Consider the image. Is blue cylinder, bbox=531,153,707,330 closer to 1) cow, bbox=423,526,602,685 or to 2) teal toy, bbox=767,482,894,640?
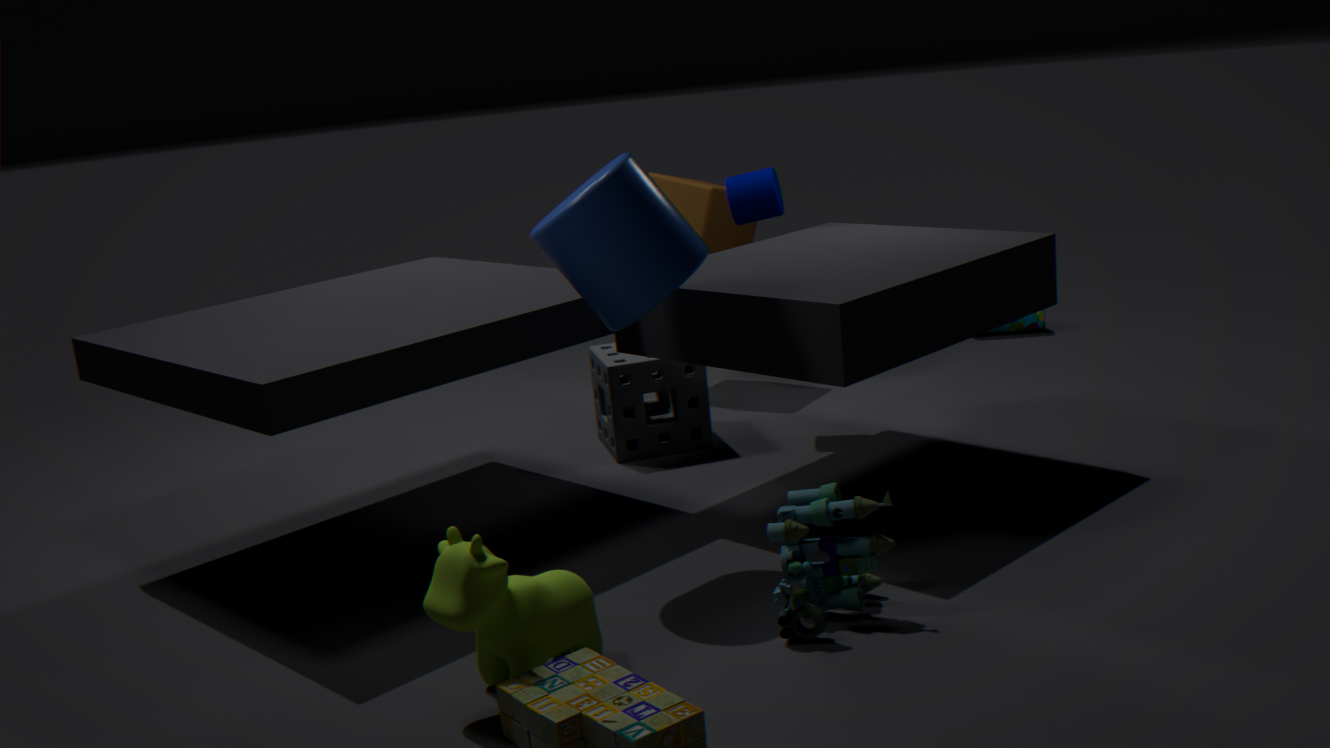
2) teal toy, bbox=767,482,894,640
